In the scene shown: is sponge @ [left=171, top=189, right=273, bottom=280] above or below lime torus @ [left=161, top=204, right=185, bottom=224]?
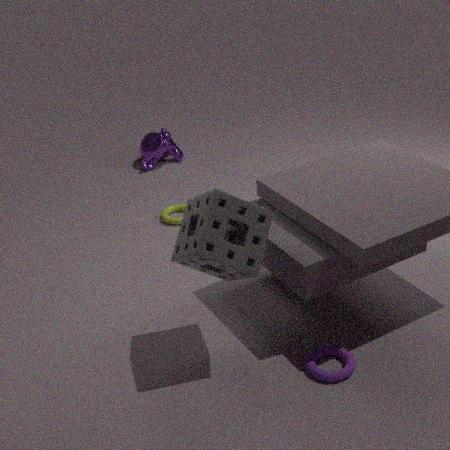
above
